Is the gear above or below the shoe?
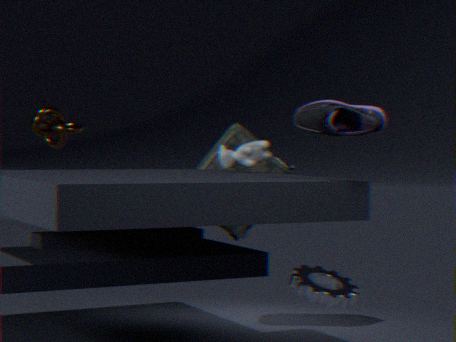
below
